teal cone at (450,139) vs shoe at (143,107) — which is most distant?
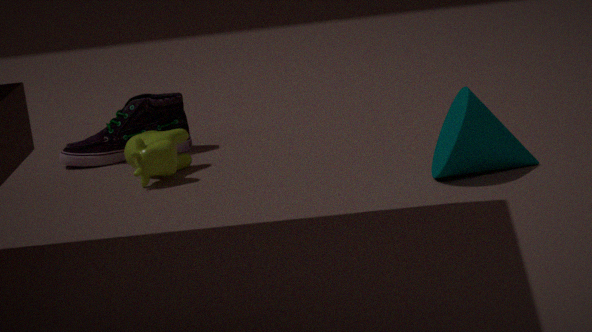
shoe at (143,107)
